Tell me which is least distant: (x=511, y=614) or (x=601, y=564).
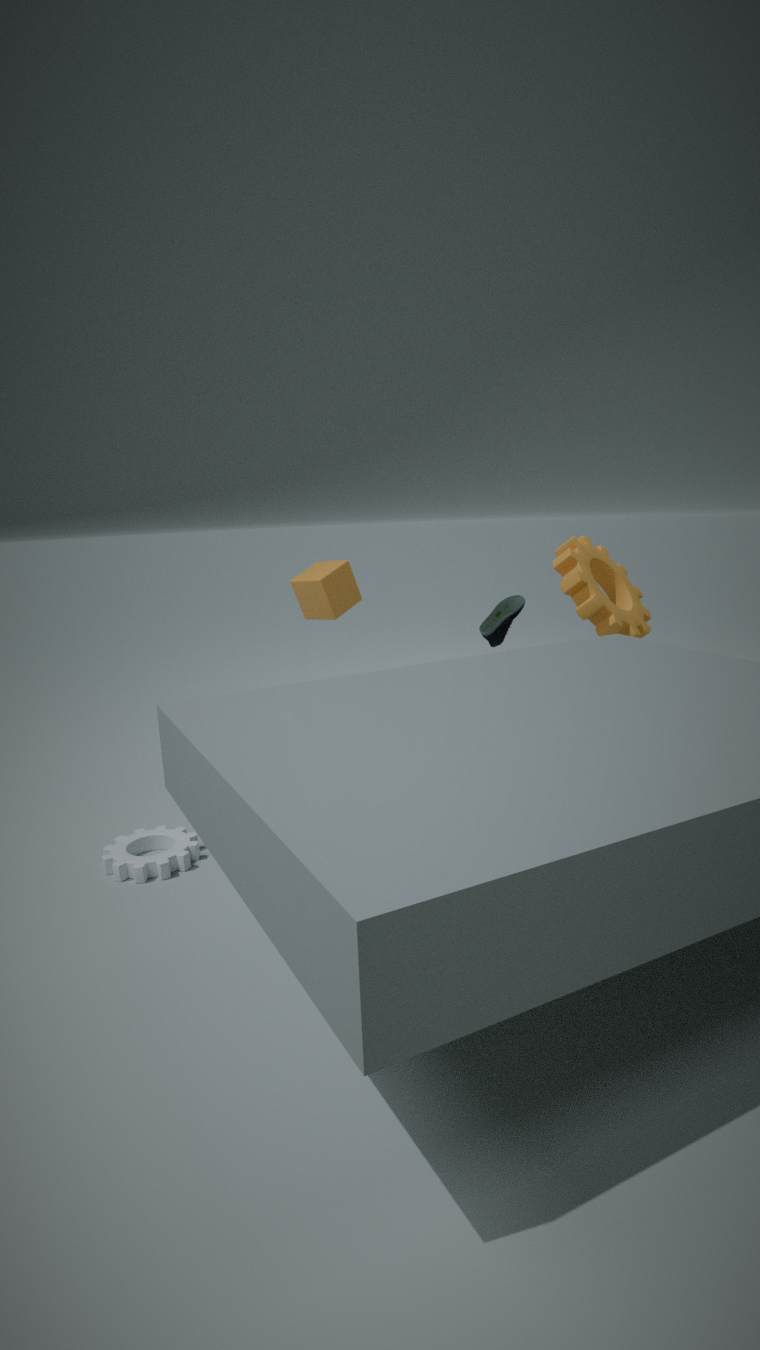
(x=511, y=614)
